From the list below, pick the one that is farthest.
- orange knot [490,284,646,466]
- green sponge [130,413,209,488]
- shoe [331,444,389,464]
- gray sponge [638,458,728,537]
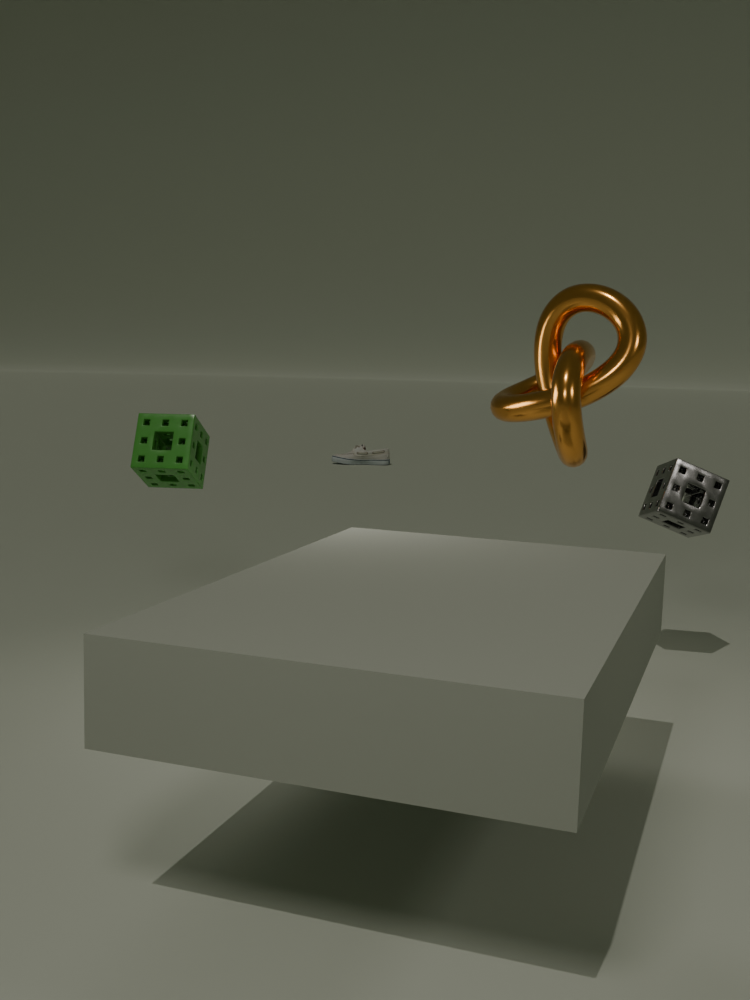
shoe [331,444,389,464]
